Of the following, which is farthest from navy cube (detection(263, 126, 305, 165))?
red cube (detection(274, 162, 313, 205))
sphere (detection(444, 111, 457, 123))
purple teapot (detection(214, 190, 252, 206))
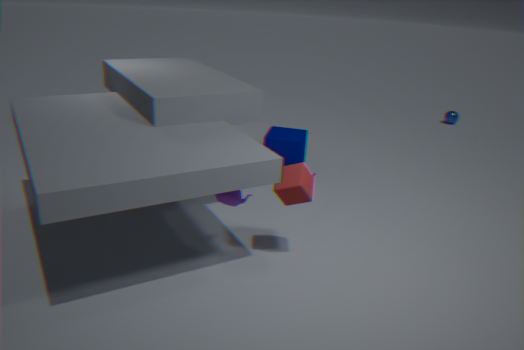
sphere (detection(444, 111, 457, 123))
